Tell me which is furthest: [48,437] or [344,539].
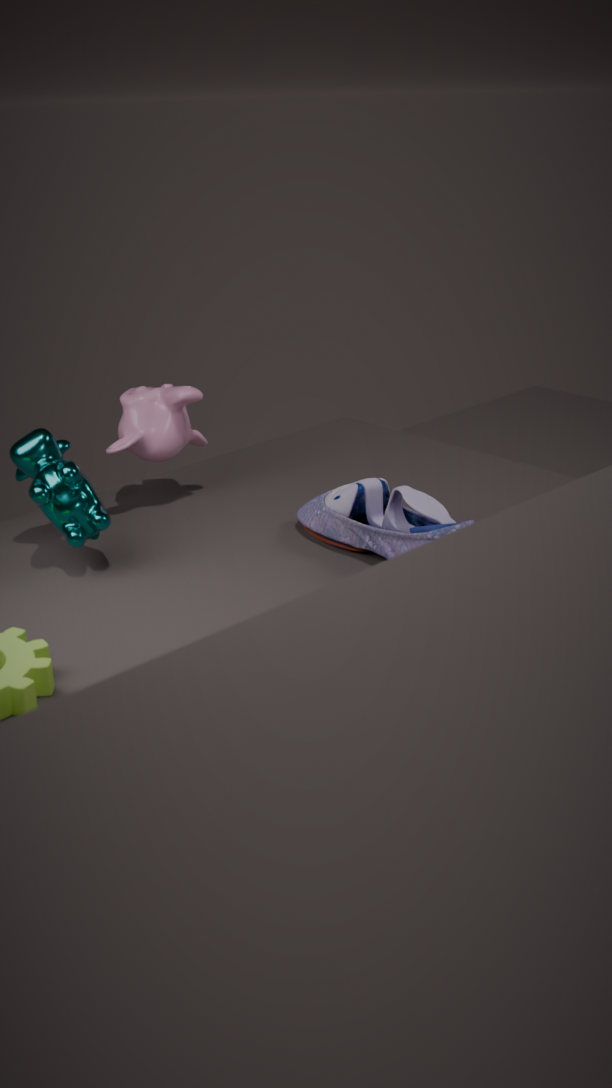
[344,539]
